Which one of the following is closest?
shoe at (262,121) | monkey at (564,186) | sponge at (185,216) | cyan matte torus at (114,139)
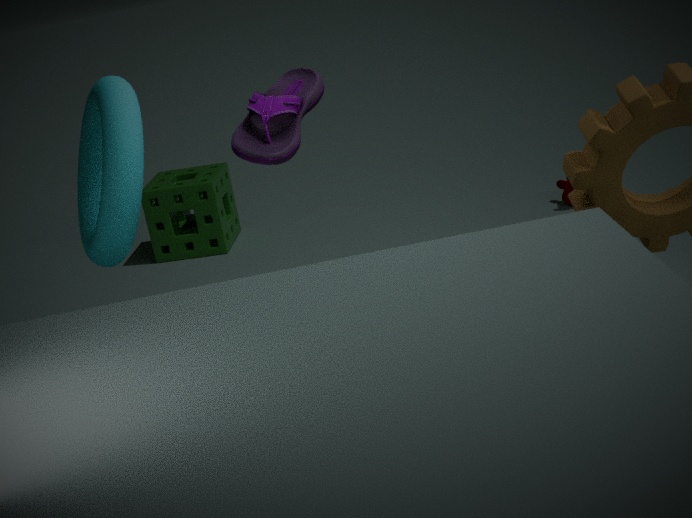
shoe at (262,121)
